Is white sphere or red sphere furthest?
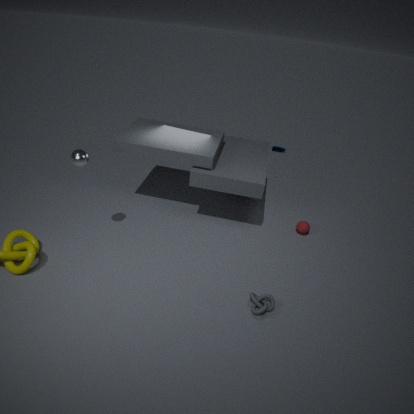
red sphere
